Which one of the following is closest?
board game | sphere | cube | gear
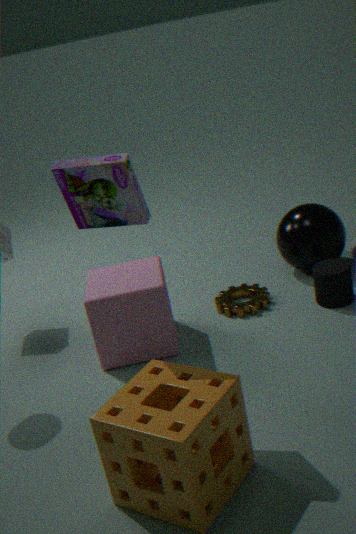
board game
